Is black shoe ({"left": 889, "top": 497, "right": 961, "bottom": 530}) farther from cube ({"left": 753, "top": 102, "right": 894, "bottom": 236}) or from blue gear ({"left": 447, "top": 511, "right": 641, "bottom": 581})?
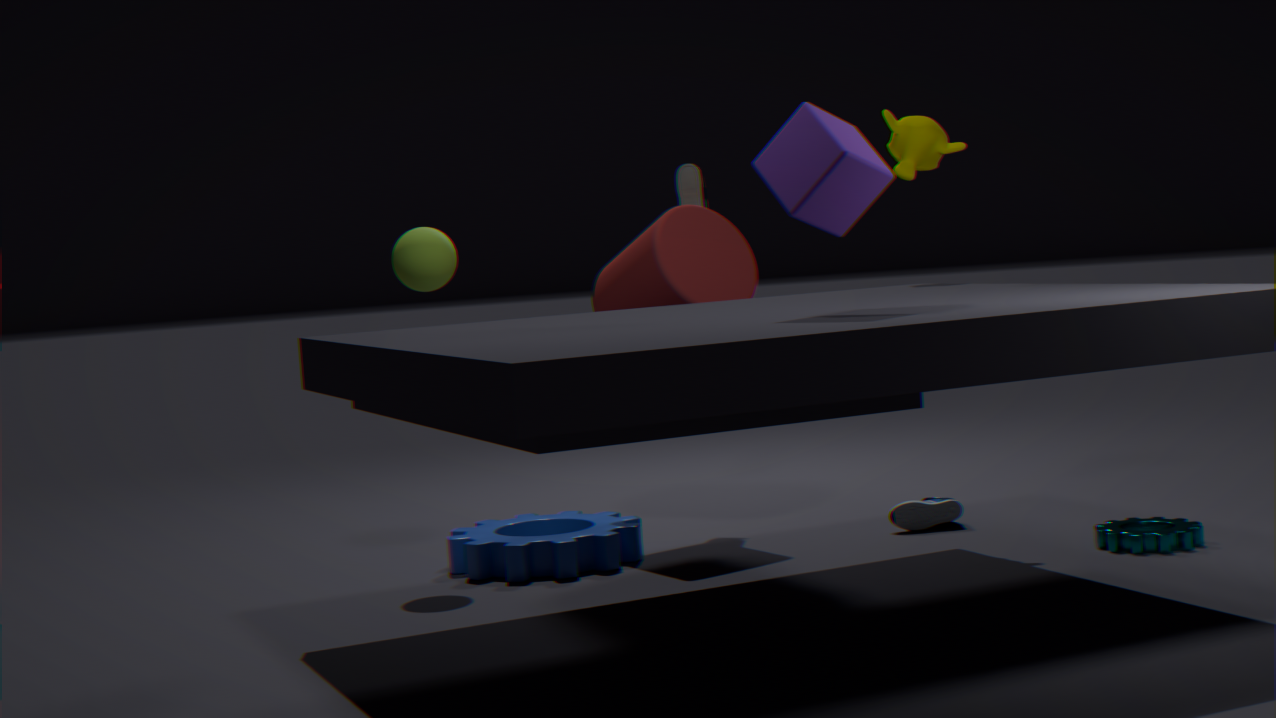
cube ({"left": 753, "top": 102, "right": 894, "bottom": 236})
